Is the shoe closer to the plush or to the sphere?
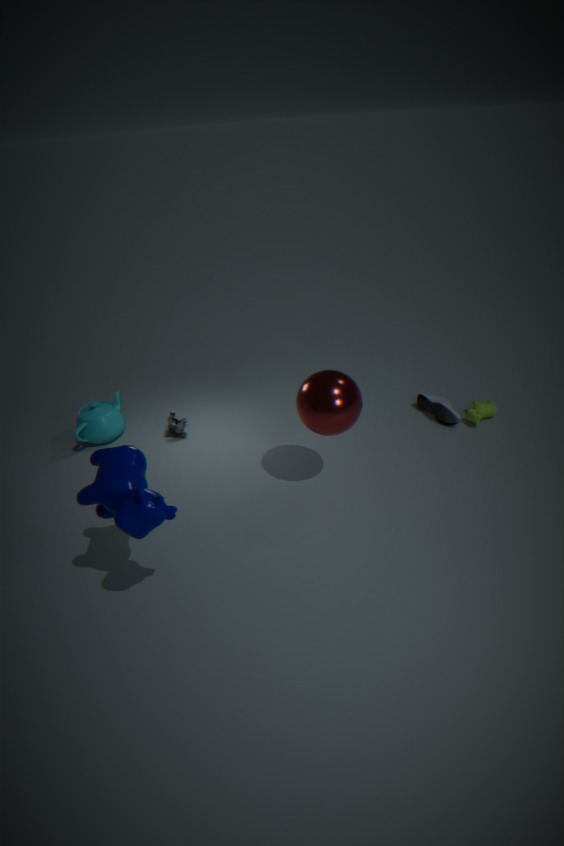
the sphere
